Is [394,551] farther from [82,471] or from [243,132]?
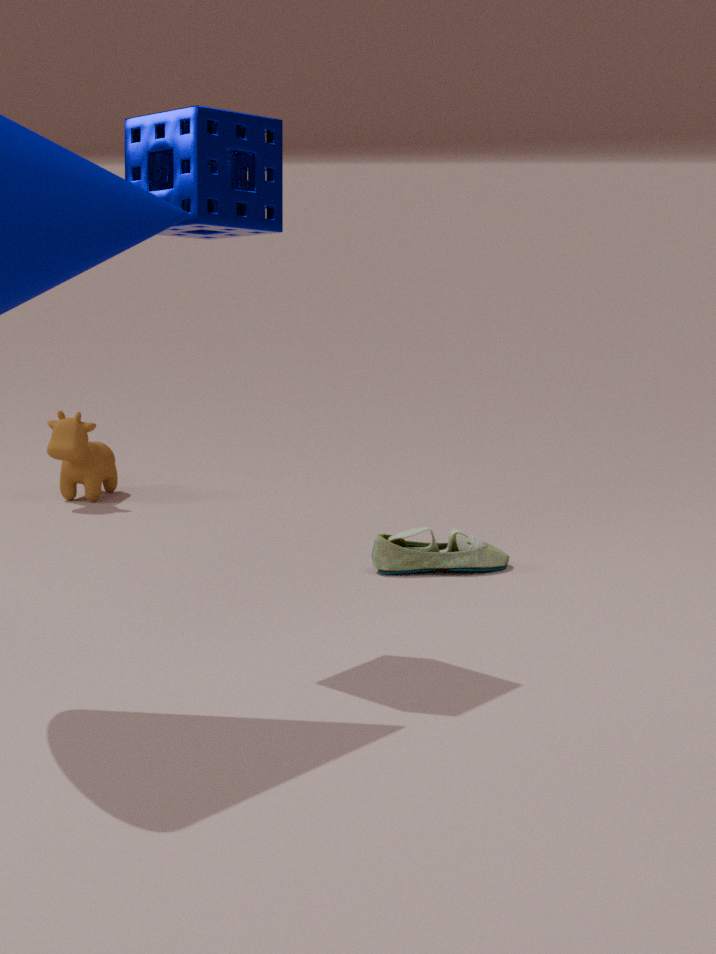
[82,471]
